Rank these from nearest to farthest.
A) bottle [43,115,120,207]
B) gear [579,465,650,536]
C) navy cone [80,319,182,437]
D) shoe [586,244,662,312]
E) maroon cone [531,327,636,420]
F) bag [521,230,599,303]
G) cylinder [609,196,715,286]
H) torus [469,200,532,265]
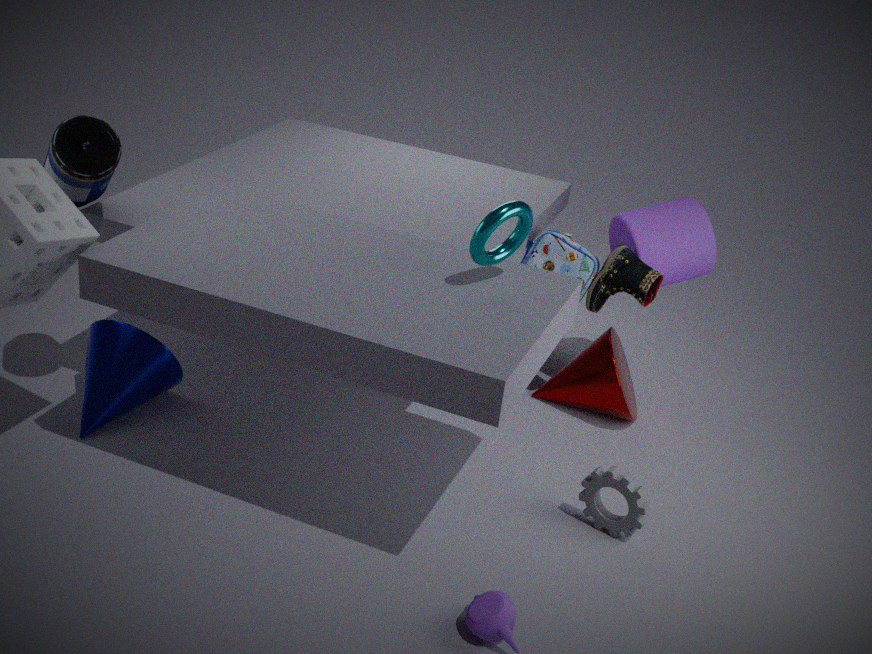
torus [469,200,532,265] < bottle [43,115,120,207] < gear [579,465,650,536] < navy cone [80,319,182,437] < shoe [586,244,662,312] < bag [521,230,599,303] < cylinder [609,196,715,286] < maroon cone [531,327,636,420]
